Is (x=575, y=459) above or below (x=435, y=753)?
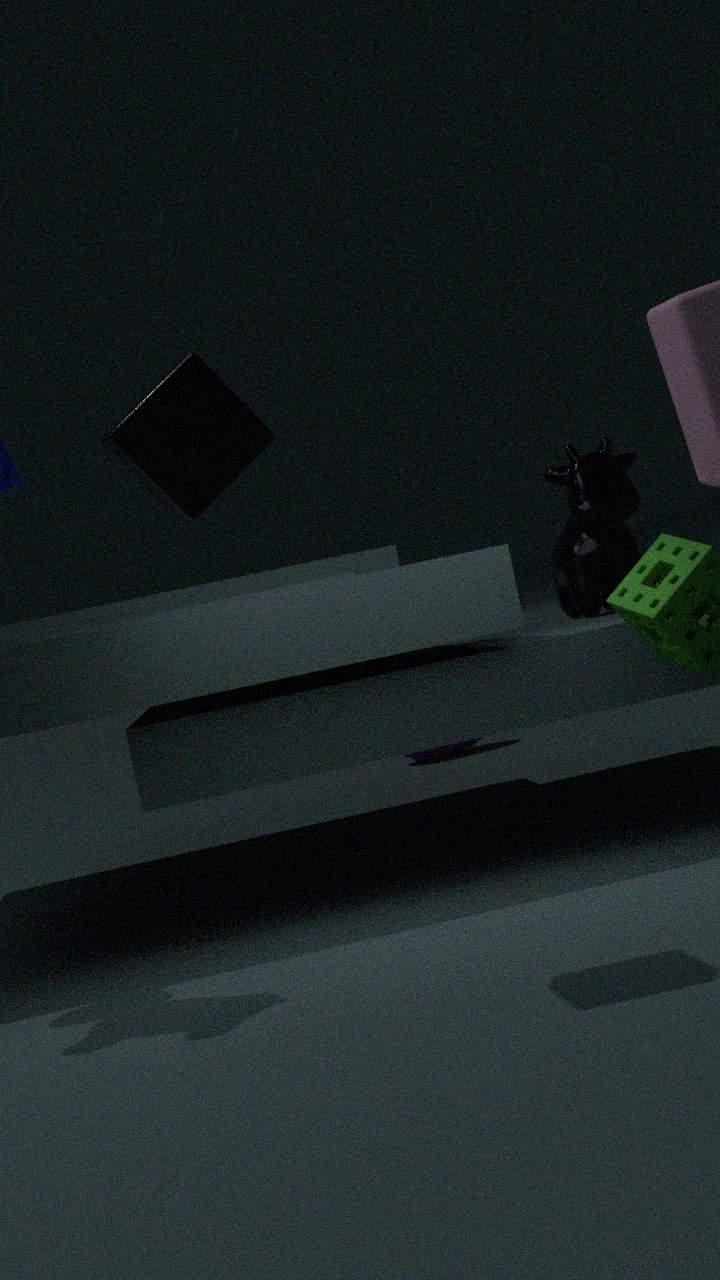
above
